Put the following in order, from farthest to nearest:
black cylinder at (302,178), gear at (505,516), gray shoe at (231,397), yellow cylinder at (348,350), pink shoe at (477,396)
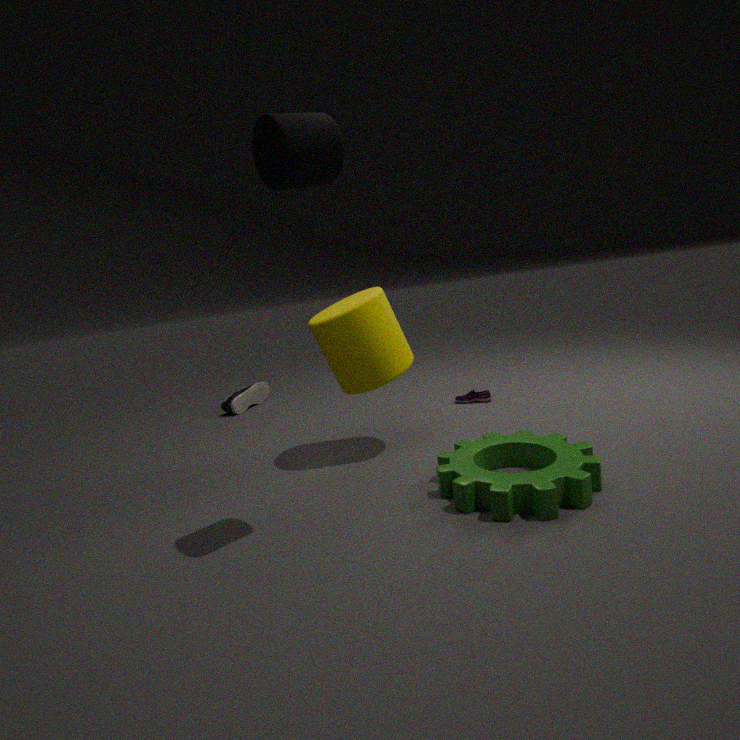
gray shoe at (231,397), pink shoe at (477,396), yellow cylinder at (348,350), gear at (505,516), black cylinder at (302,178)
